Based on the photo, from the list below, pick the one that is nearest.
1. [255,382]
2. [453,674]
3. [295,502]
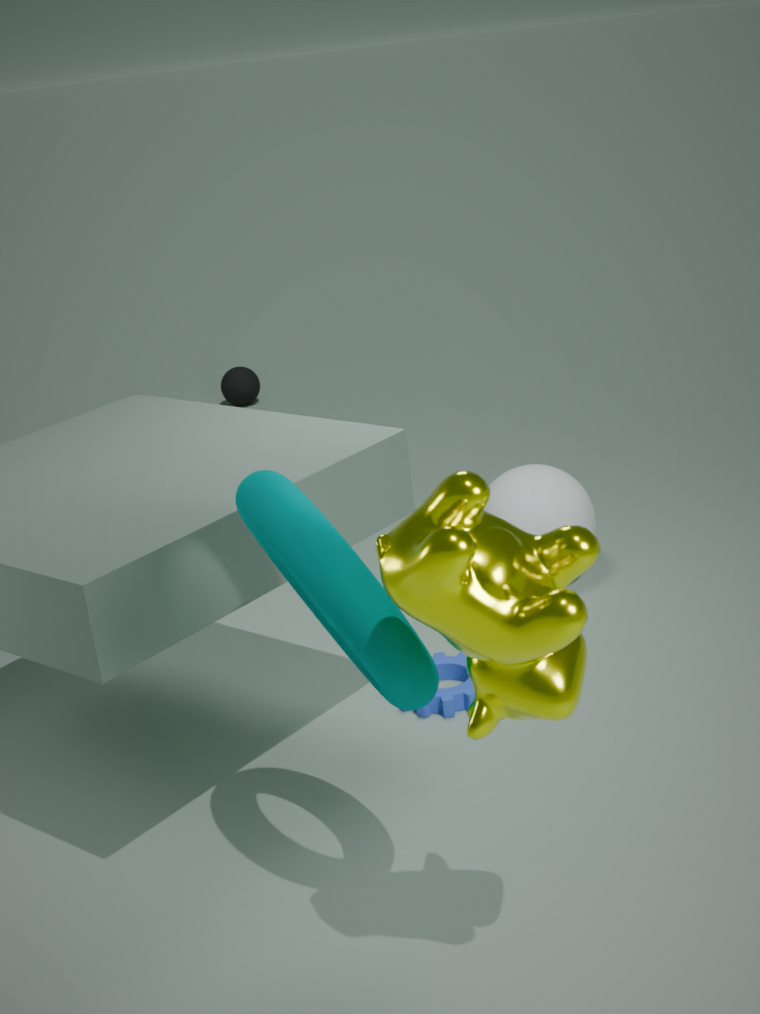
[295,502]
